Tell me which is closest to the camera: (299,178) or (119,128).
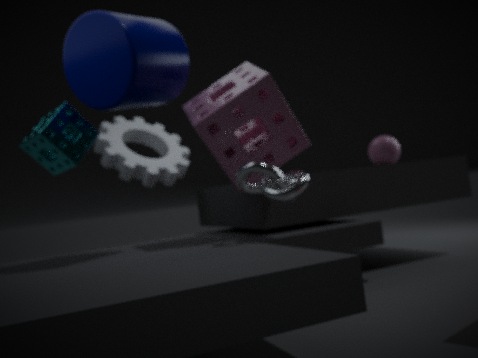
(299,178)
